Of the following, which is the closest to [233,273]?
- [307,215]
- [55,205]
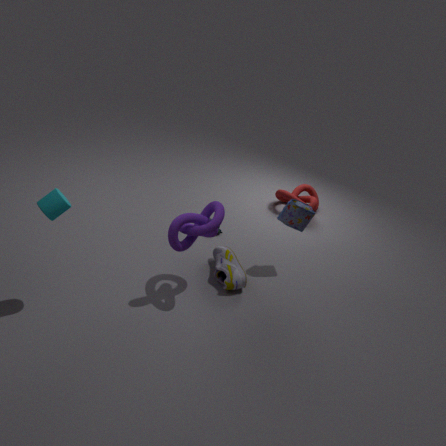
[307,215]
